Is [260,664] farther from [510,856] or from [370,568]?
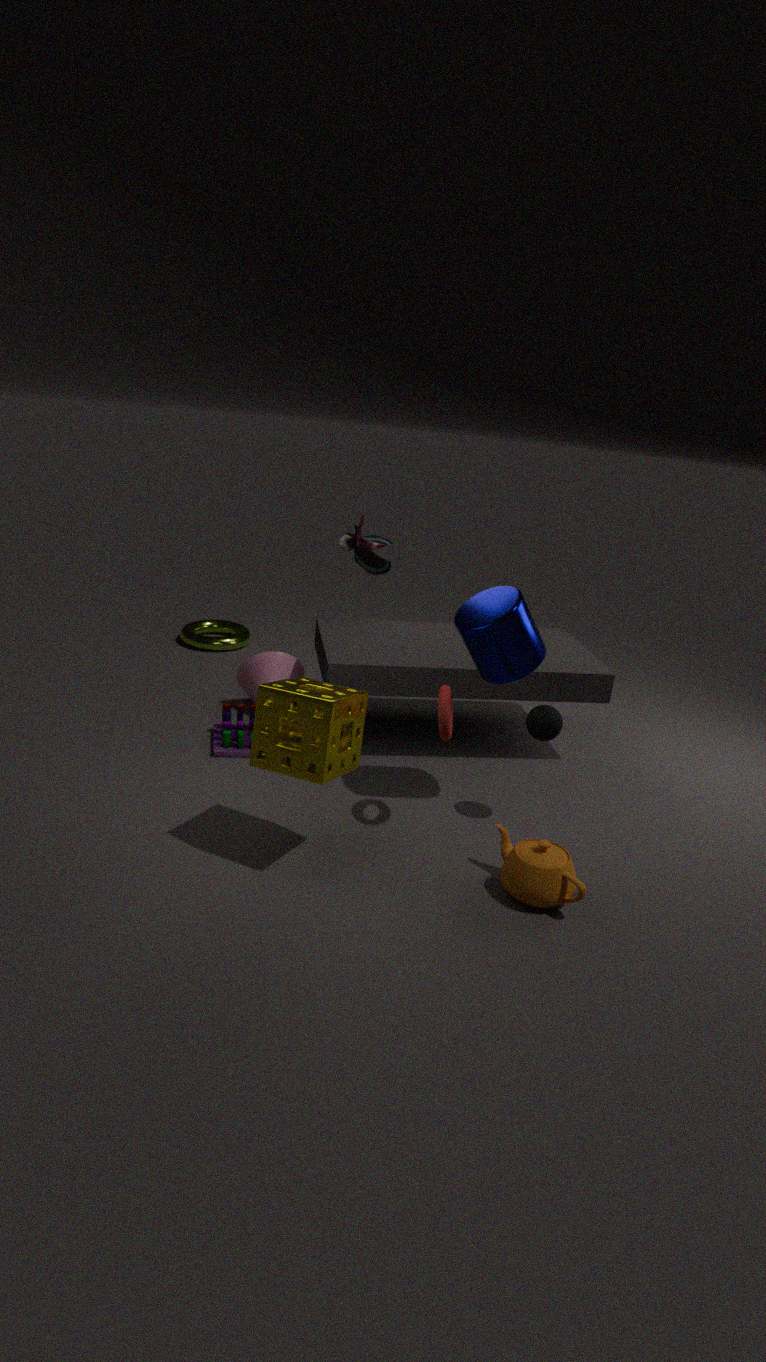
[510,856]
